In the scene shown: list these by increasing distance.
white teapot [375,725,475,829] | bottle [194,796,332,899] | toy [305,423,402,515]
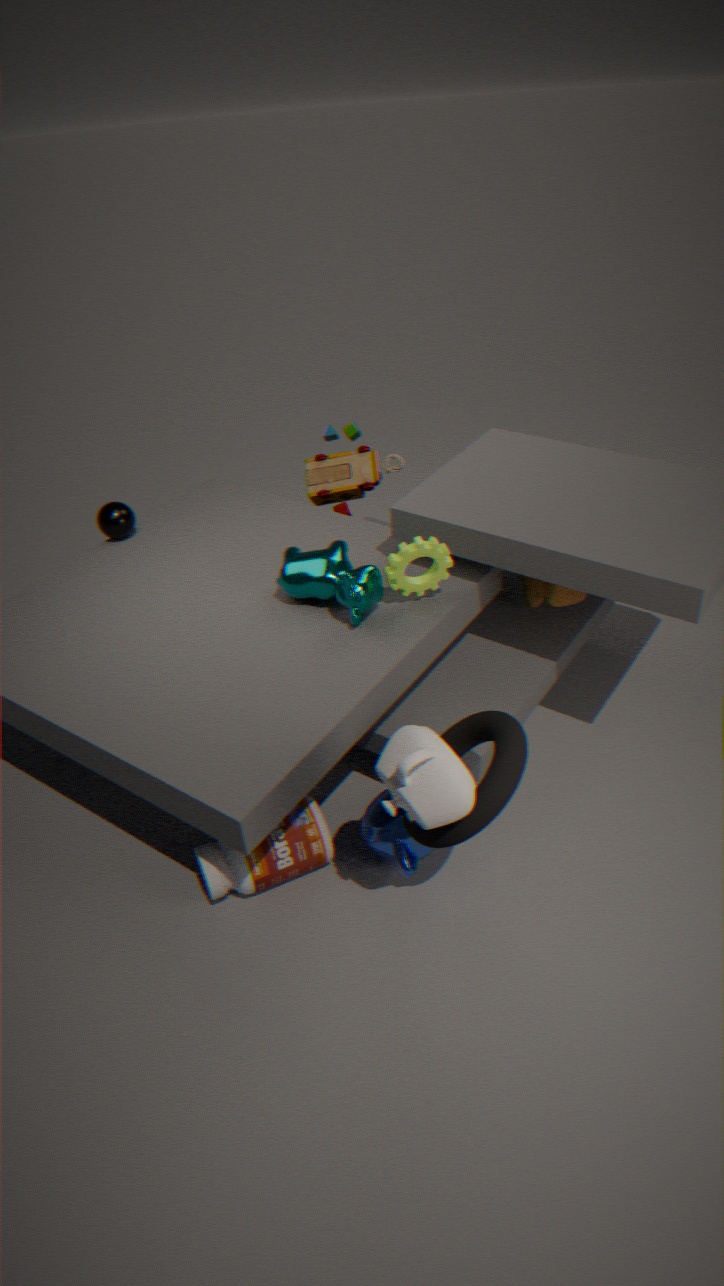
white teapot [375,725,475,829] < bottle [194,796,332,899] < toy [305,423,402,515]
